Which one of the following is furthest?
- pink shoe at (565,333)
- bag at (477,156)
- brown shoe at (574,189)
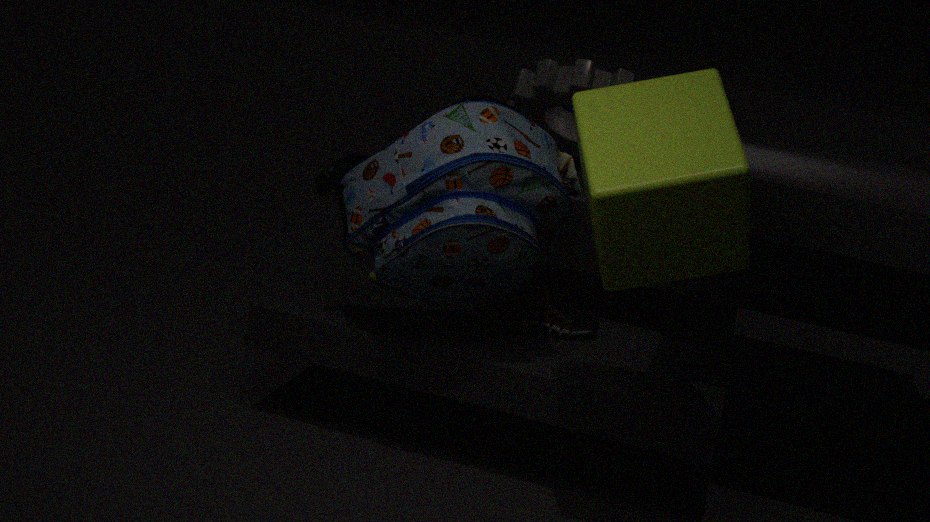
pink shoe at (565,333)
